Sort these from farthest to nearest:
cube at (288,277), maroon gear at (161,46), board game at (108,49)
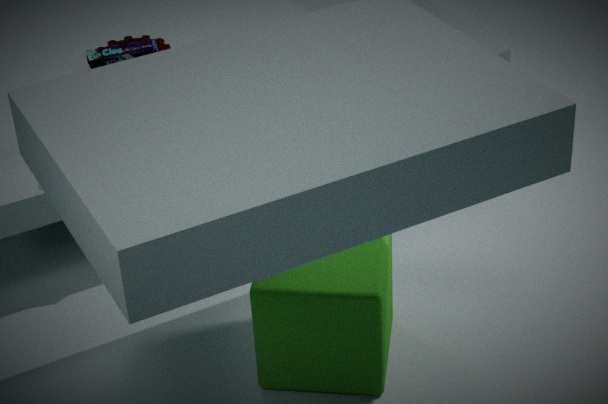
maroon gear at (161,46) → board game at (108,49) → cube at (288,277)
